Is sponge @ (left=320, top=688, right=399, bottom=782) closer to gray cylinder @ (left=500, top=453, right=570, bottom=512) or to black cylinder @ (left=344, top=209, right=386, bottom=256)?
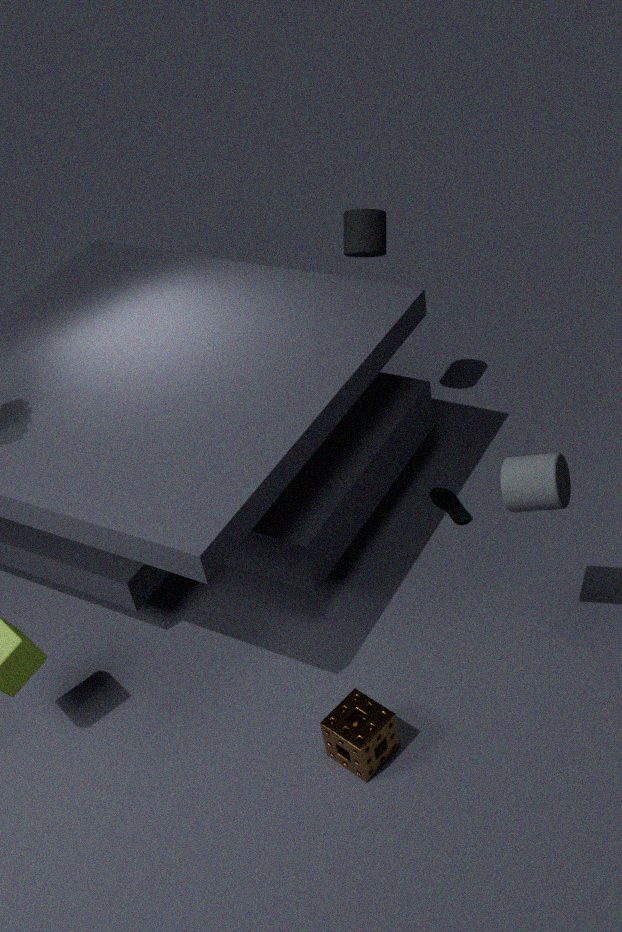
gray cylinder @ (left=500, top=453, right=570, bottom=512)
